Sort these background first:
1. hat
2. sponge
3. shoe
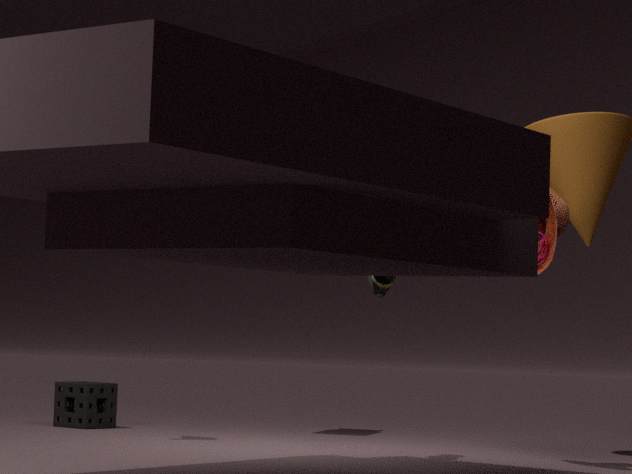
1. sponge
2. shoe
3. hat
